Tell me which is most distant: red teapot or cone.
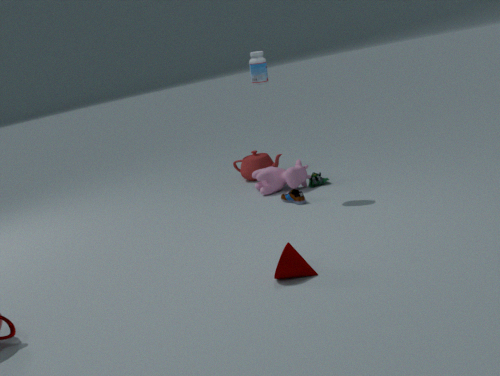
red teapot
